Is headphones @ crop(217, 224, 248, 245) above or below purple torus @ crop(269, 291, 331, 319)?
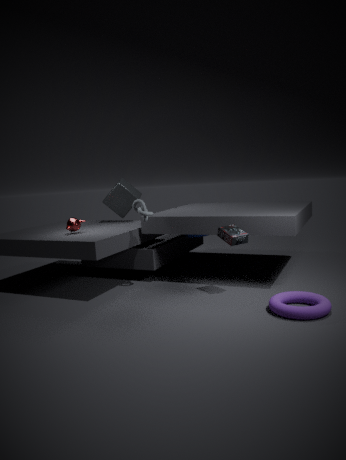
above
